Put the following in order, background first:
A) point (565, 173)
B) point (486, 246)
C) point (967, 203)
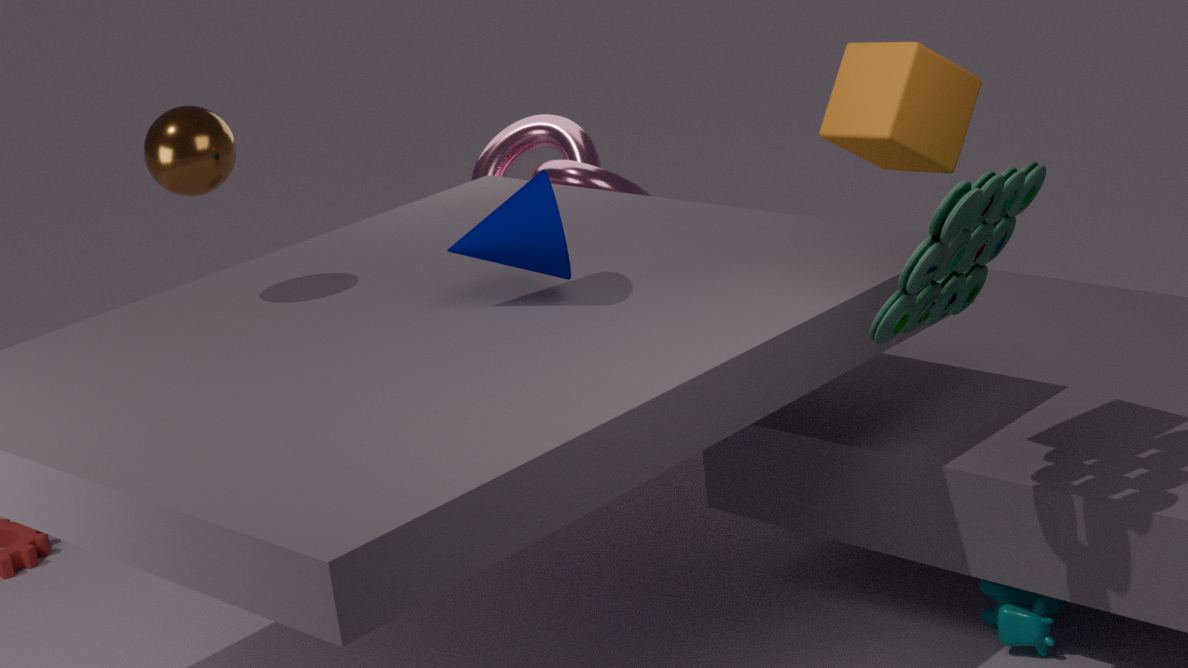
point (565, 173) < point (486, 246) < point (967, 203)
